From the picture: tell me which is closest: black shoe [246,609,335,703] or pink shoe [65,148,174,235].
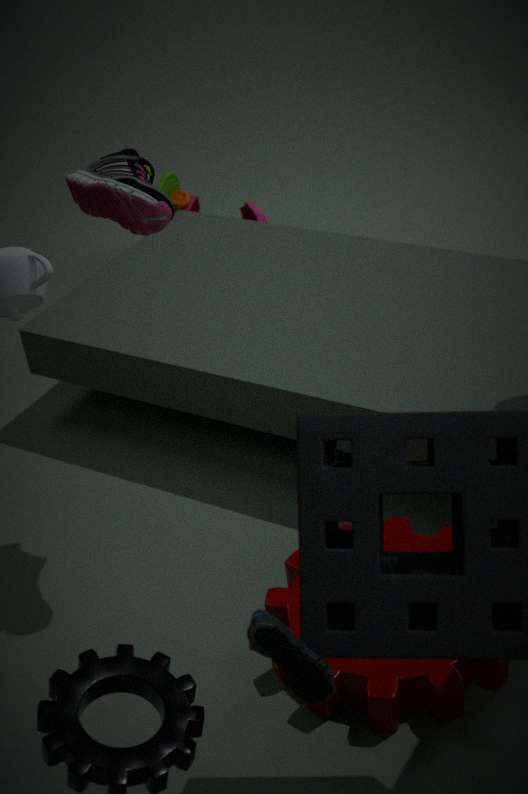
black shoe [246,609,335,703]
